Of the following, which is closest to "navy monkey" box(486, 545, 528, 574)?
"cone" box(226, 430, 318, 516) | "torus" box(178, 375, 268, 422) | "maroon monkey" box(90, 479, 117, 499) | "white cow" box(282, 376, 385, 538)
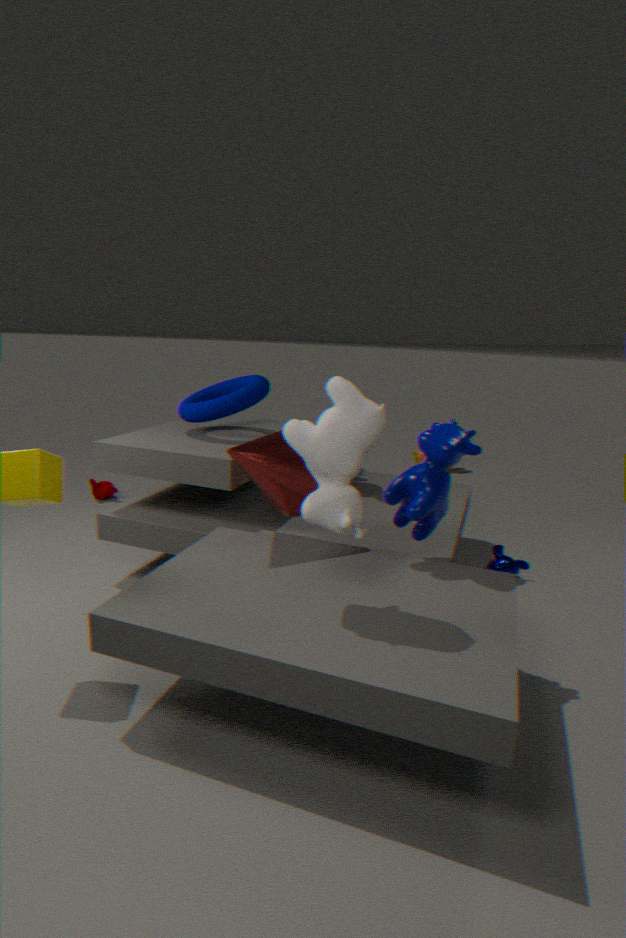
"cone" box(226, 430, 318, 516)
